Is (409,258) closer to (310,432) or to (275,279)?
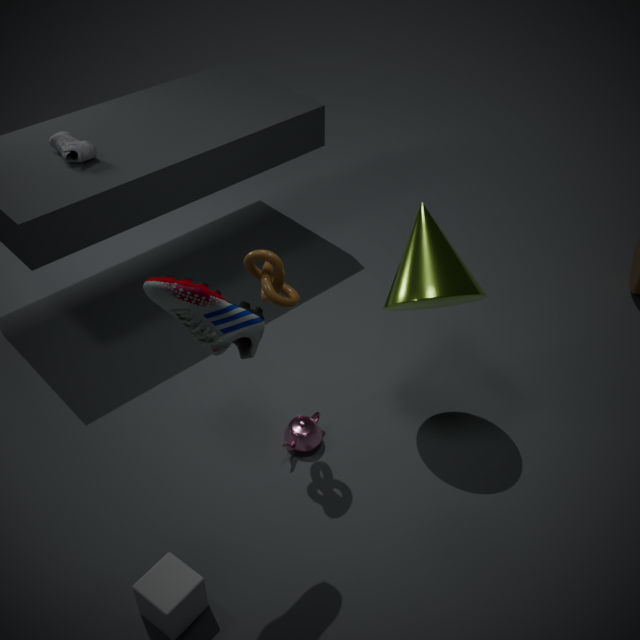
(275,279)
